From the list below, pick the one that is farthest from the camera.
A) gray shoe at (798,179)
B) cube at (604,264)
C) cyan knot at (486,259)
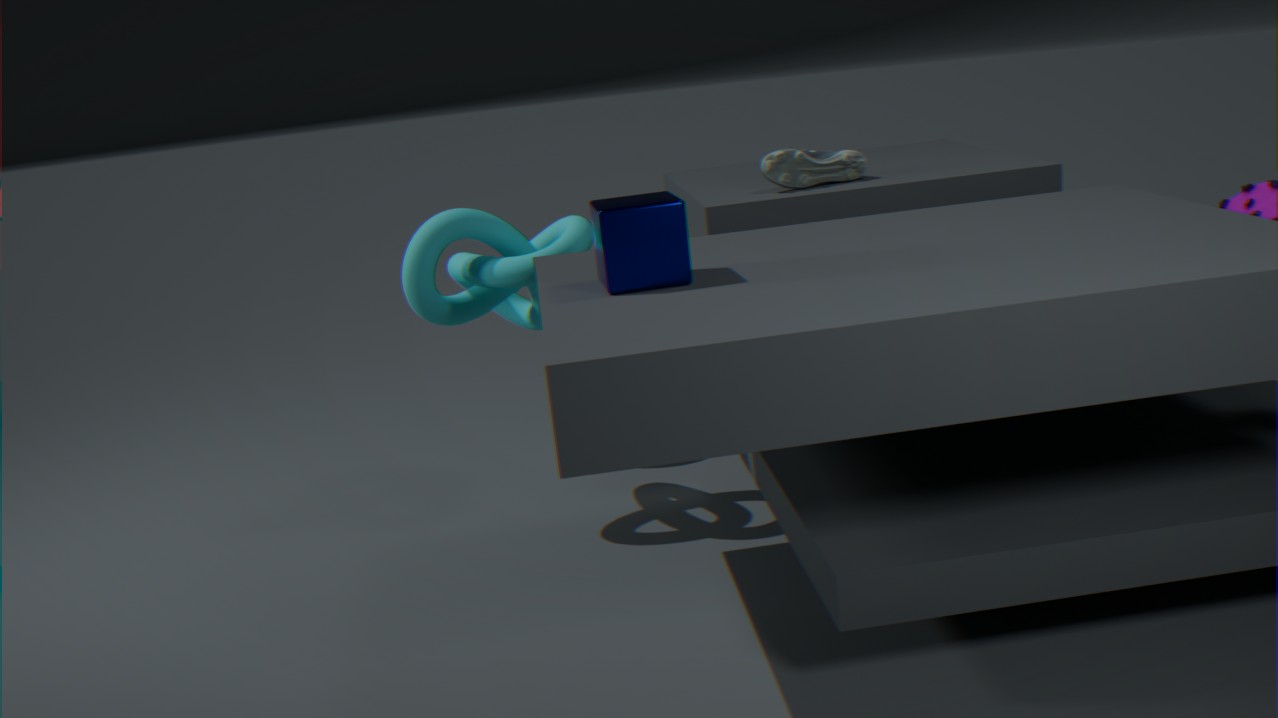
gray shoe at (798,179)
